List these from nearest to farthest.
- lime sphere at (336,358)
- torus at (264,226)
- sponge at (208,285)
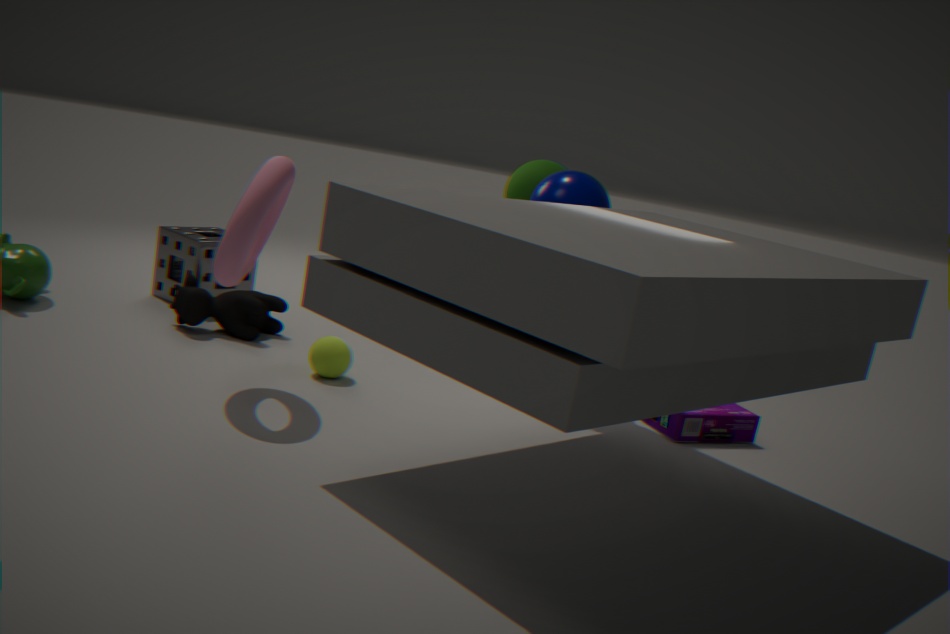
1. torus at (264,226)
2. lime sphere at (336,358)
3. sponge at (208,285)
